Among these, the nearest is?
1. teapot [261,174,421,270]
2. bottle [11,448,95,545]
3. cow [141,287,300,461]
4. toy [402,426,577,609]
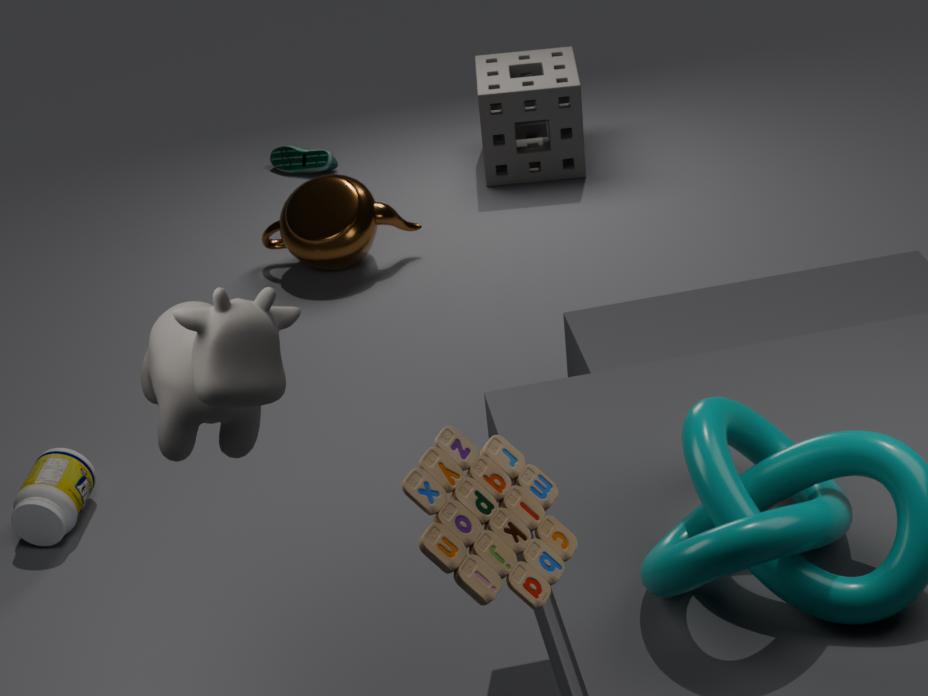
toy [402,426,577,609]
